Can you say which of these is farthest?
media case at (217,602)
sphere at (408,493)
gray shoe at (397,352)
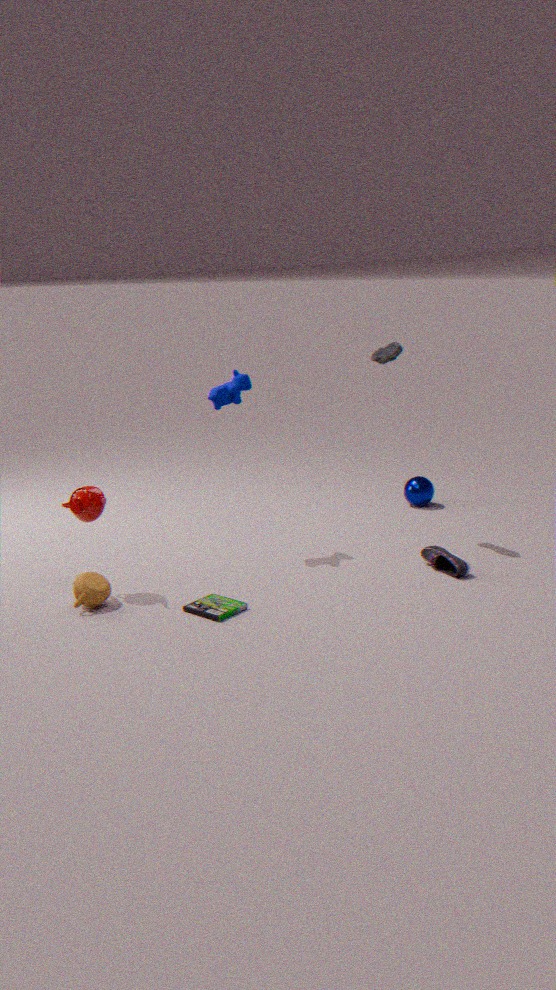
sphere at (408,493)
